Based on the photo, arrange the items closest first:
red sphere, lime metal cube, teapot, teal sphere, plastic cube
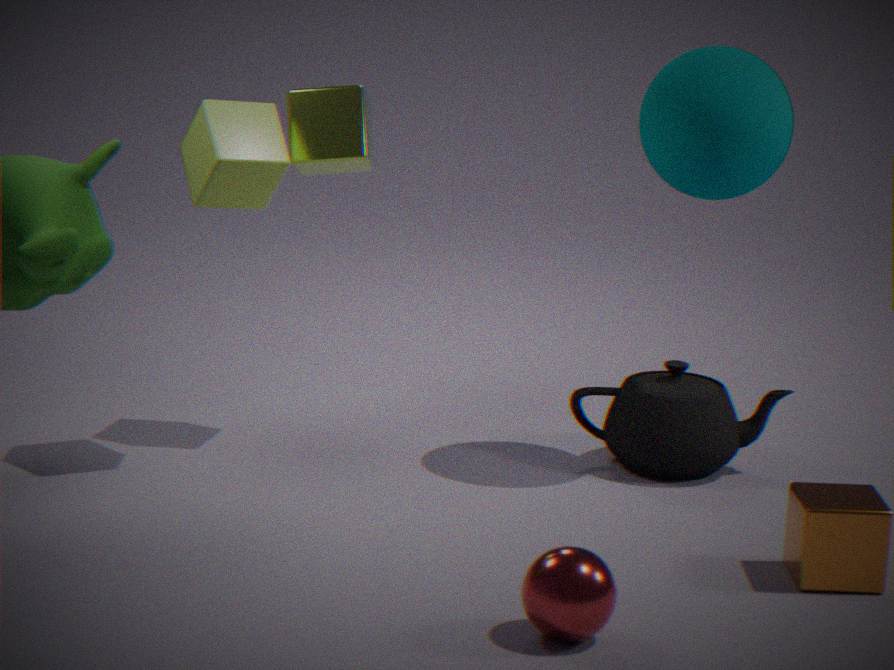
red sphere < plastic cube < teal sphere < teapot < lime metal cube
